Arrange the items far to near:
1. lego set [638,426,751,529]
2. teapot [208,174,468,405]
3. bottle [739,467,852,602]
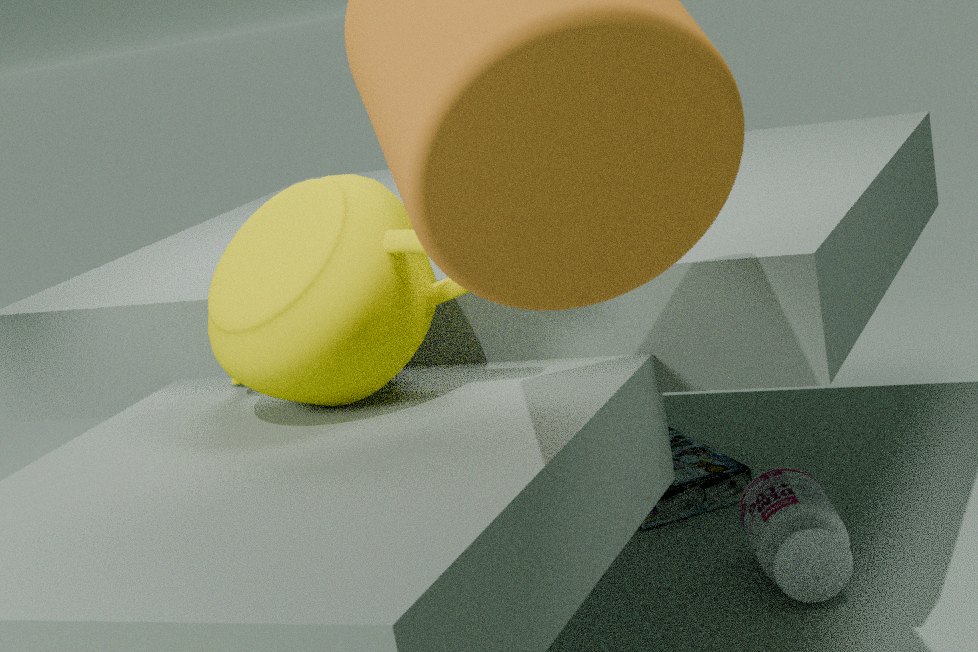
lego set [638,426,751,529], bottle [739,467,852,602], teapot [208,174,468,405]
